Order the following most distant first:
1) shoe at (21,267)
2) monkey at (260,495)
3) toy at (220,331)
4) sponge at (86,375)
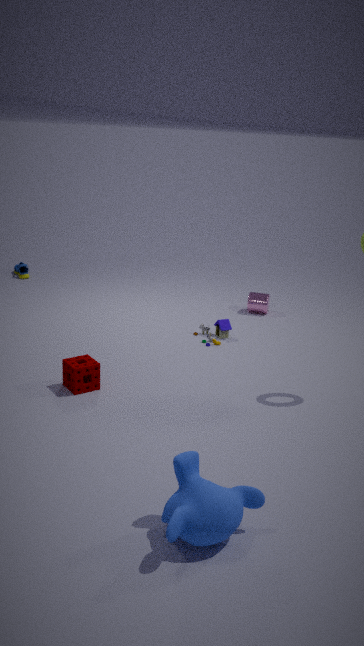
1. shoe at (21,267), 3. toy at (220,331), 4. sponge at (86,375), 2. monkey at (260,495)
